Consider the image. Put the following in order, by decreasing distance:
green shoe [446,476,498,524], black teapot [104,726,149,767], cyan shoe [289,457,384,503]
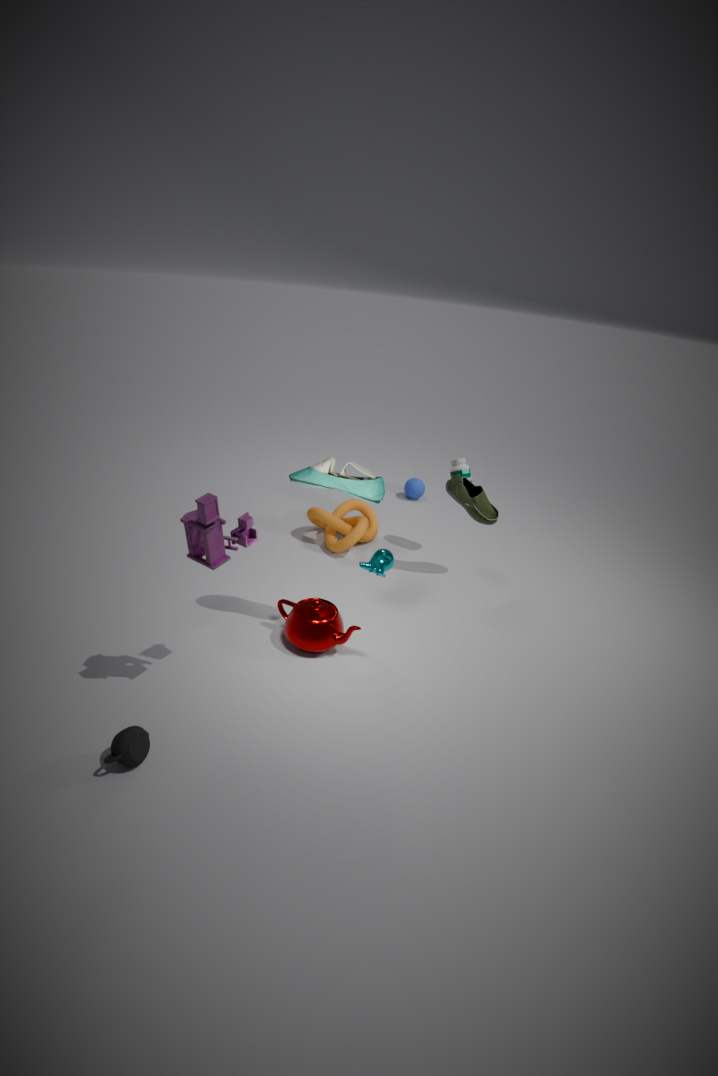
green shoe [446,476,498,524]
cyan shoe [289,457,384,503]
black teapot [104,726,149,767]
